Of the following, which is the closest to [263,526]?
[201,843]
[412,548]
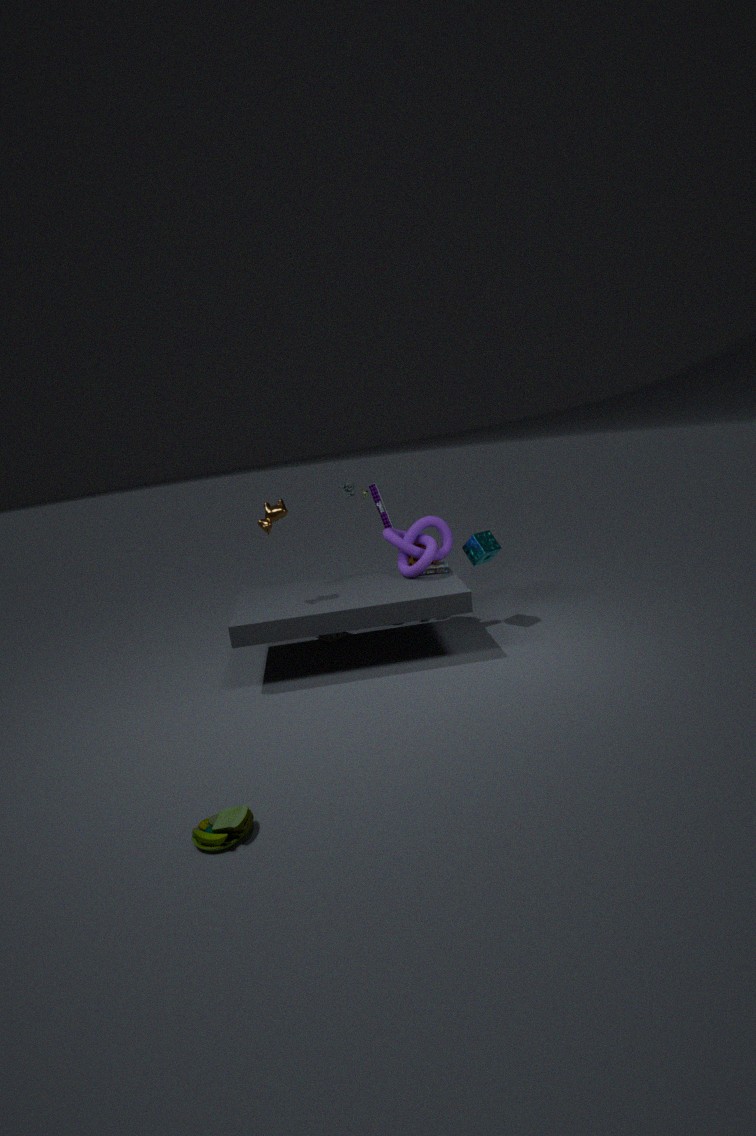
[412,548]
